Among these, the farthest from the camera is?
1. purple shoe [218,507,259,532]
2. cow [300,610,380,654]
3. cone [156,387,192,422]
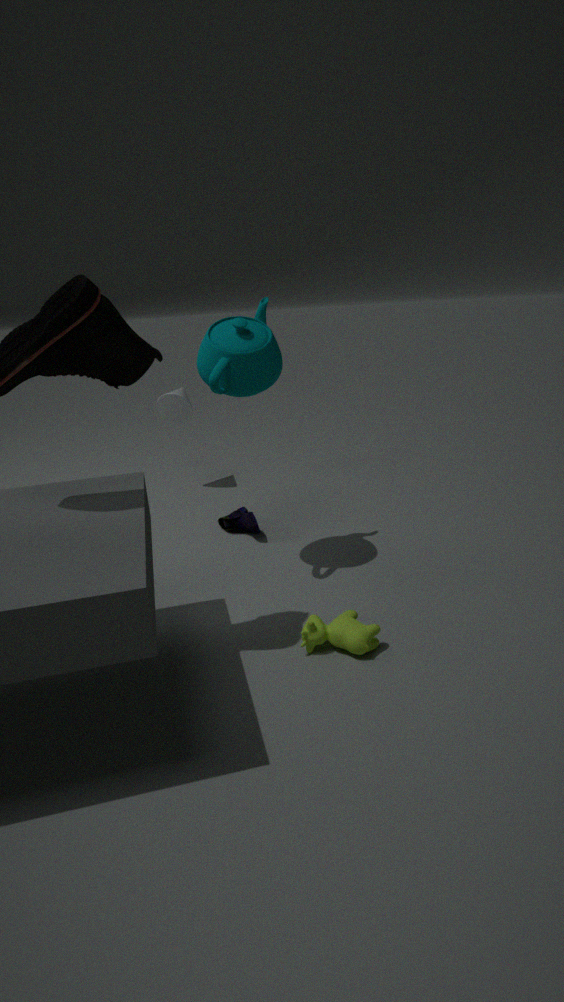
cone [156,387,192,422]
